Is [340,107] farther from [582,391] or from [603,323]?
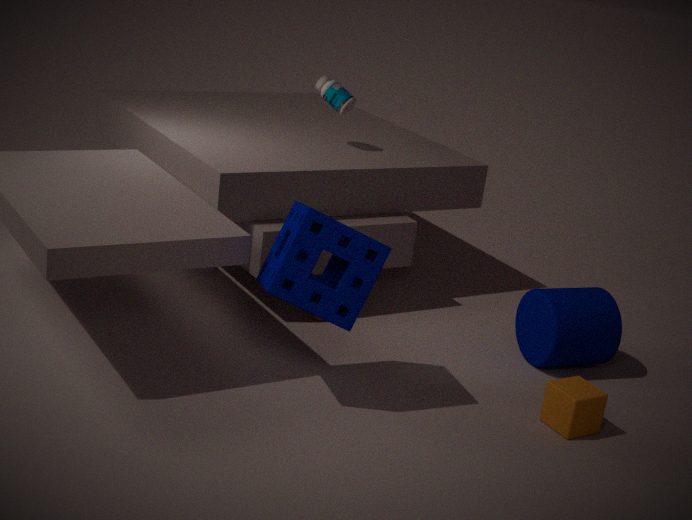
[582,391]
